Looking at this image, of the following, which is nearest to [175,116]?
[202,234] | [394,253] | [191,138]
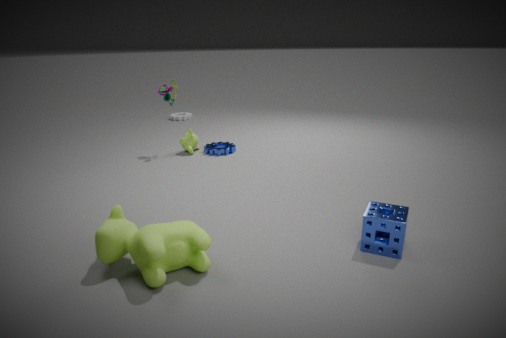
[191,138]
